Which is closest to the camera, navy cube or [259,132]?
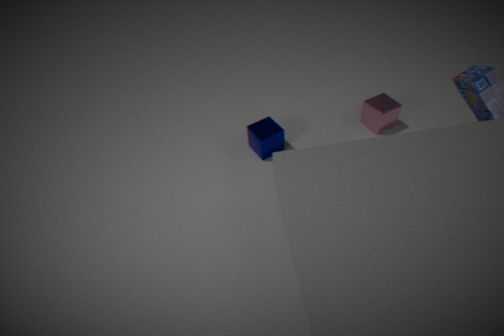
navy cube
